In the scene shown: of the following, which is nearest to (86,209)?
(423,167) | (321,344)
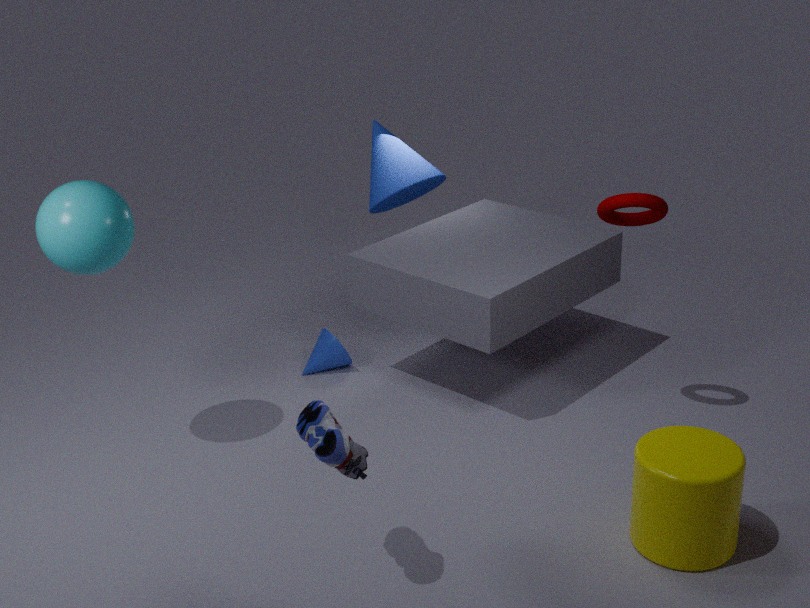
(321,344)
